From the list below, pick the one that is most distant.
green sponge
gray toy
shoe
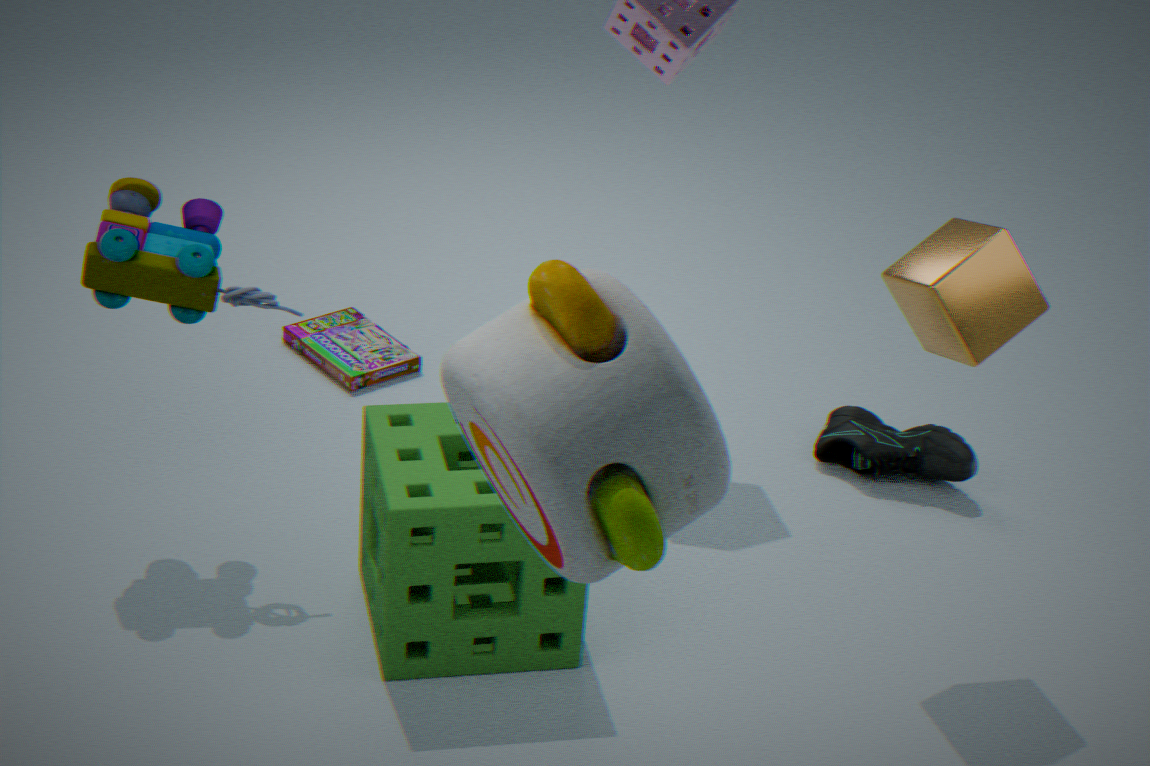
shoe
